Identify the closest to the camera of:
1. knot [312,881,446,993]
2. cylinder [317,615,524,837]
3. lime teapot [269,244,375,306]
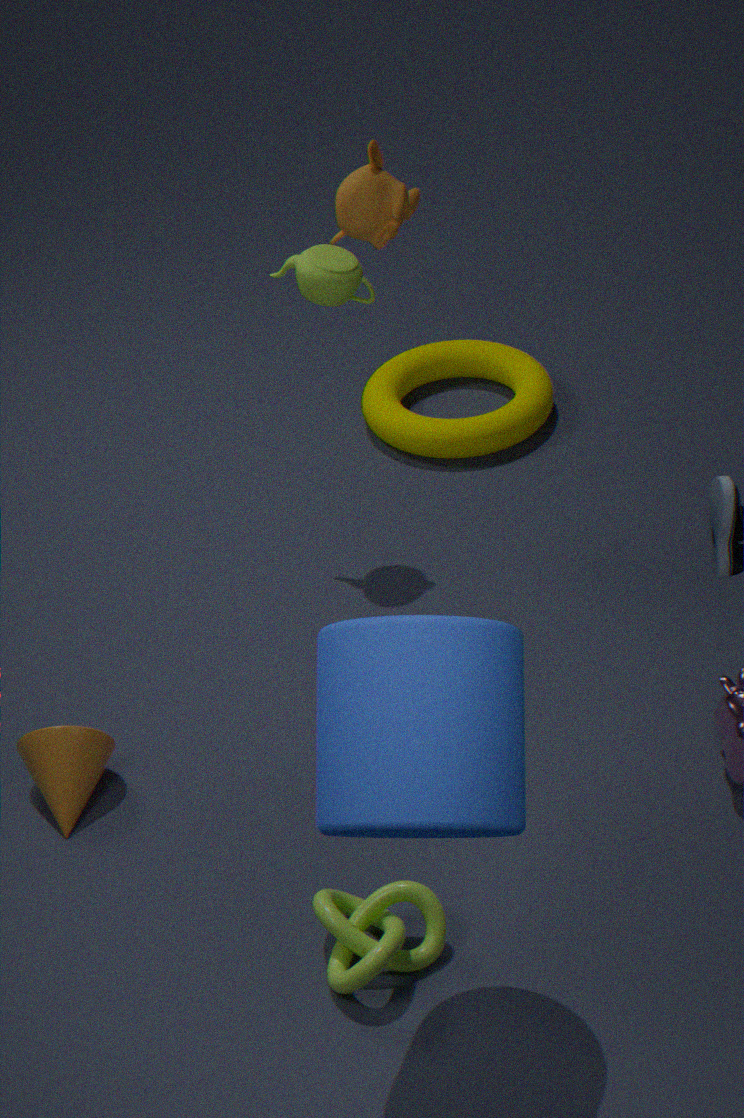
cylinder [317,615,524,837]
